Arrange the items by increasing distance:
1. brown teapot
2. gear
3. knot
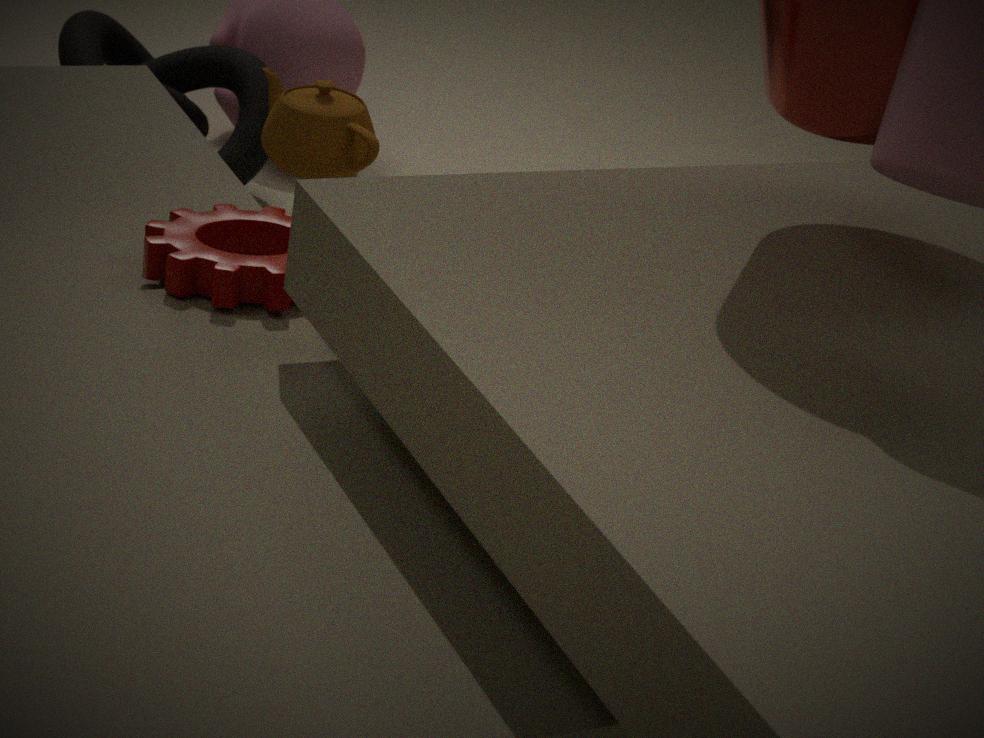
gear
brown teapot
knot
